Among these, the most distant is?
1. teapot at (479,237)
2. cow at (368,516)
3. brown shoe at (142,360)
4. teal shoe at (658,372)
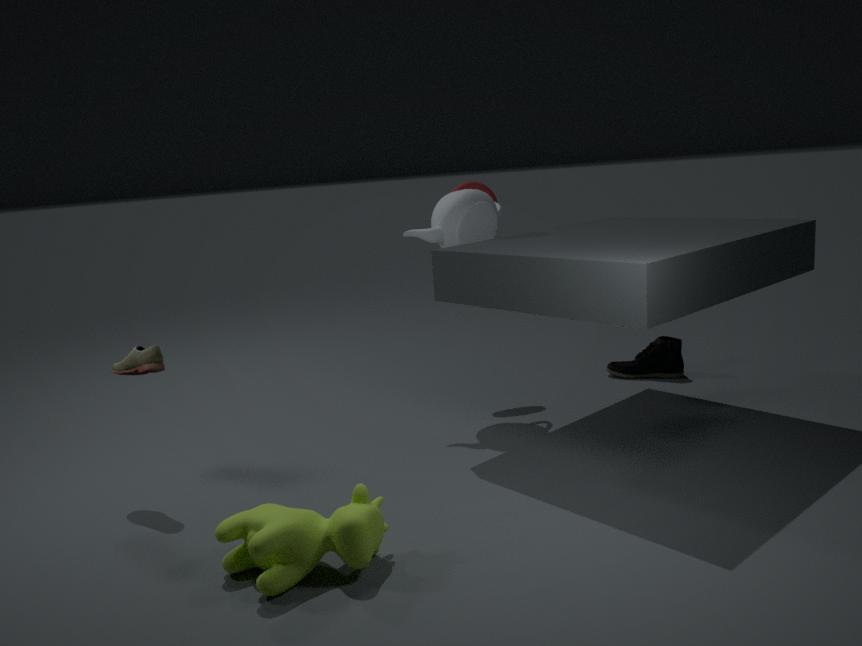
teal shoe at (658,372)
